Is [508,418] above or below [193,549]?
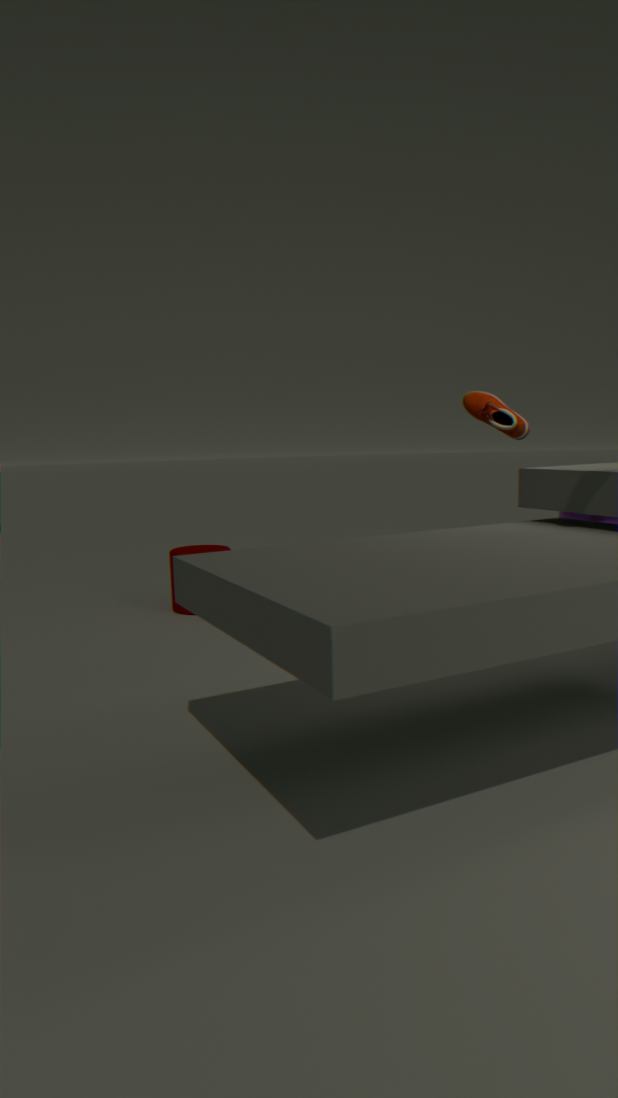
above
